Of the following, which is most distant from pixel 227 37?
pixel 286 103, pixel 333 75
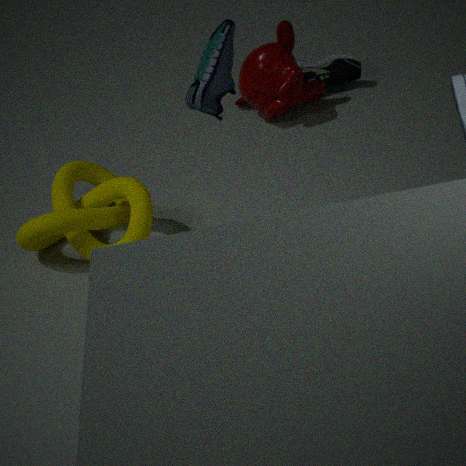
A: pixel 333 75
